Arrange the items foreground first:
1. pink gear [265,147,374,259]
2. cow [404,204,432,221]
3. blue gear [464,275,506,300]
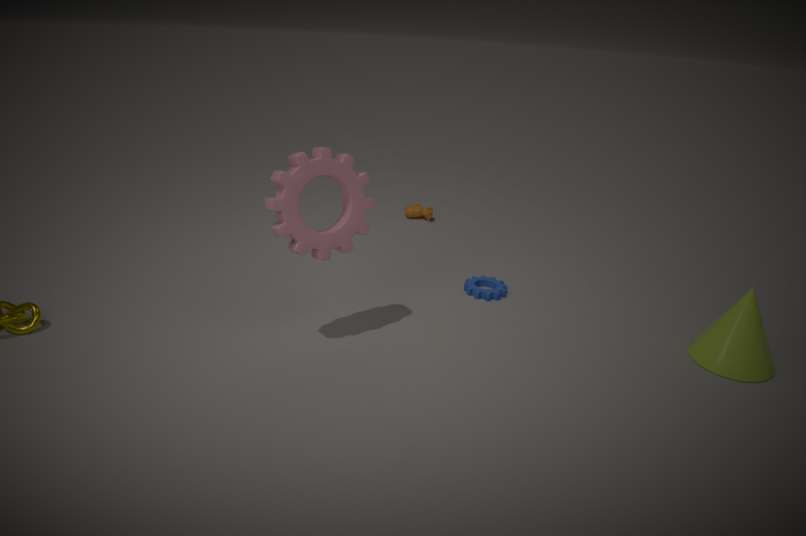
pink gear [265,147,374,259] → blue gear [464,275,506,300] → cow [404,204,432,221]
